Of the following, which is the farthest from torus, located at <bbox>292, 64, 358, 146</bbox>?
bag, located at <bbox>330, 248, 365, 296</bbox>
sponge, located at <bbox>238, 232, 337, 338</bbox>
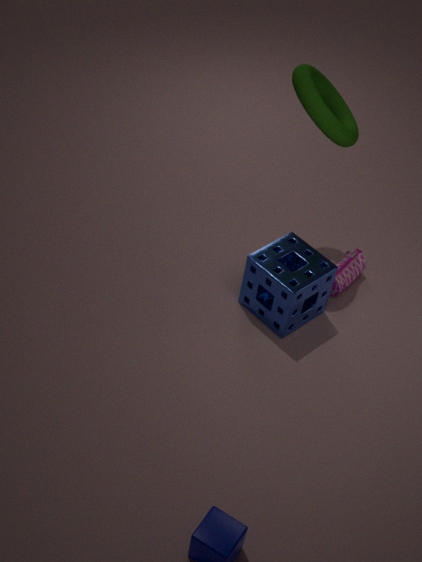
bag, located at <bbox>330, 248, 365, 296</bbox>
